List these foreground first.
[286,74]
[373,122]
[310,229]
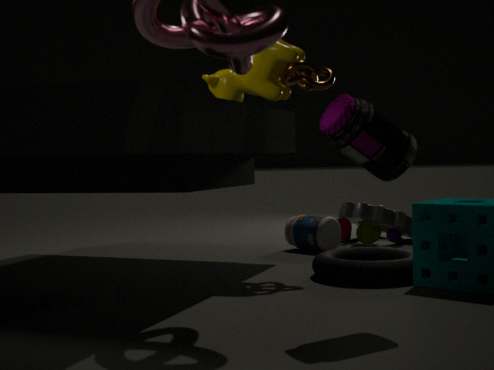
[373,122], [286,74], [310,229]
